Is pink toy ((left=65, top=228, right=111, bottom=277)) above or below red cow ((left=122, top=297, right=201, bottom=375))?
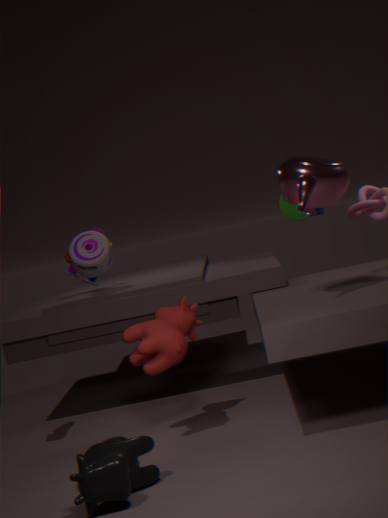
above
